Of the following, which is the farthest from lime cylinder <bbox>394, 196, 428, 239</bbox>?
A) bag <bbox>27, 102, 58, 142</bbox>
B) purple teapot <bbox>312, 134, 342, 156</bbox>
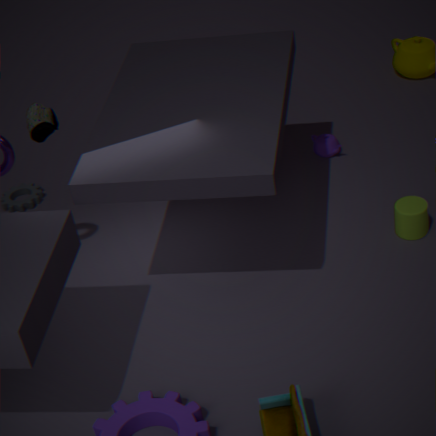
bag <bbox>27, 102, 58, 142</bbox>
